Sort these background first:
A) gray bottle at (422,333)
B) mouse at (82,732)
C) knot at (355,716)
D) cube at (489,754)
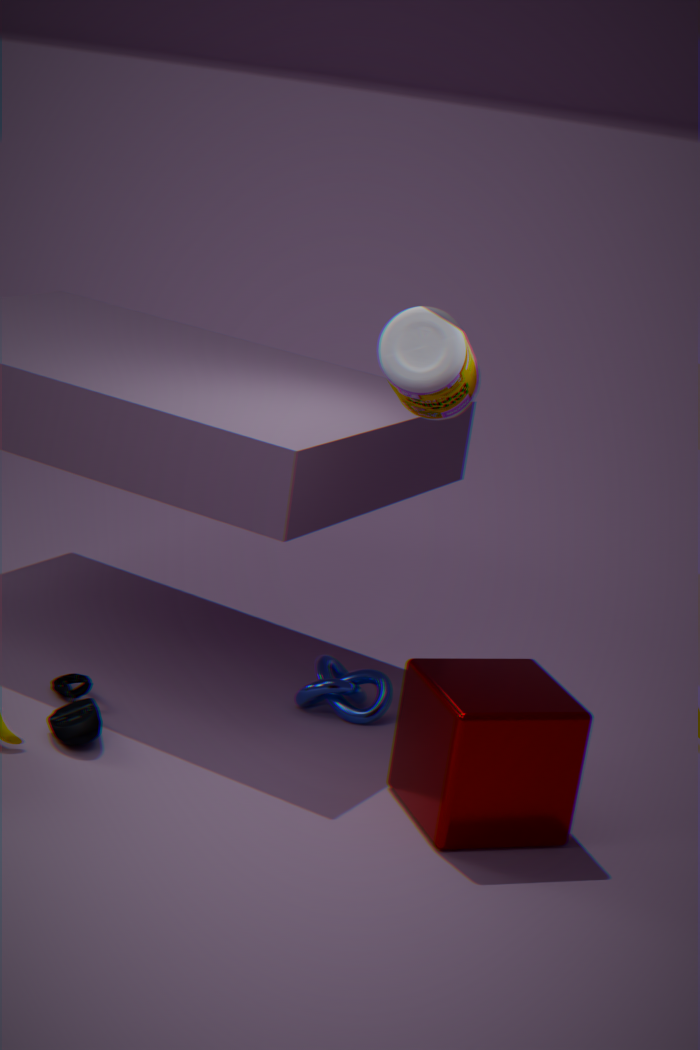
knot at (355,716) → mouse at (82,732) → gray bottle at (422,333) → cube at (489,754)
